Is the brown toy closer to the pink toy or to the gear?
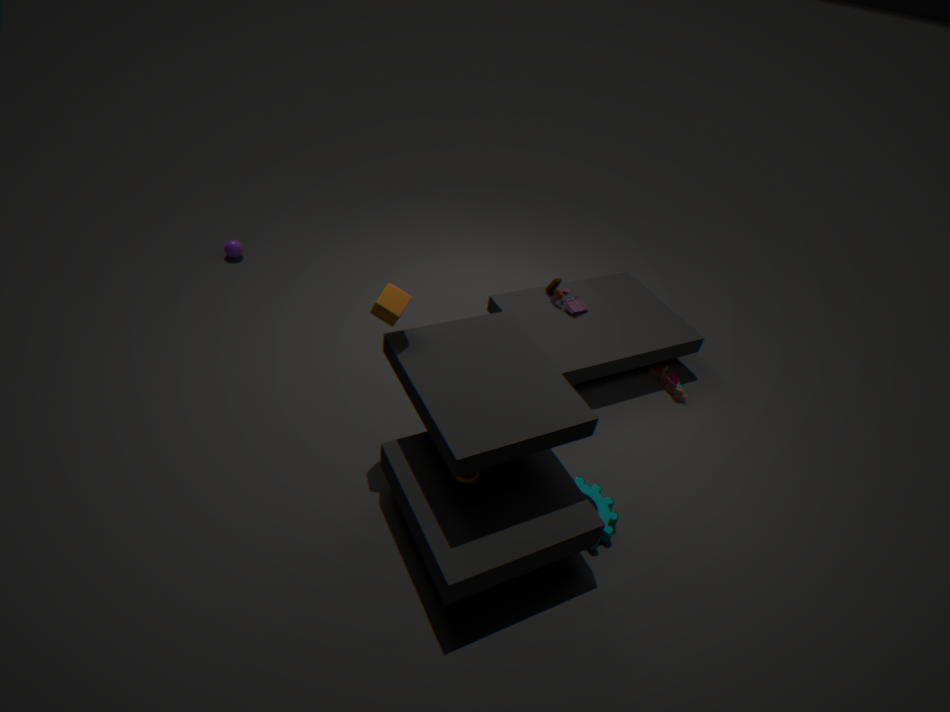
the pink toy
